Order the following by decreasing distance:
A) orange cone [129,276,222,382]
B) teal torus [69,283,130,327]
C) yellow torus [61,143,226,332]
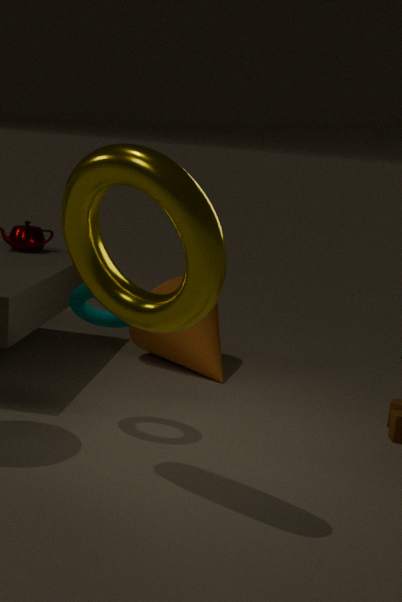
1. orange cone [129,276,222,382]
2. teal torus [69,283,130,327]
3. yellow torus [61,143,226,332]
